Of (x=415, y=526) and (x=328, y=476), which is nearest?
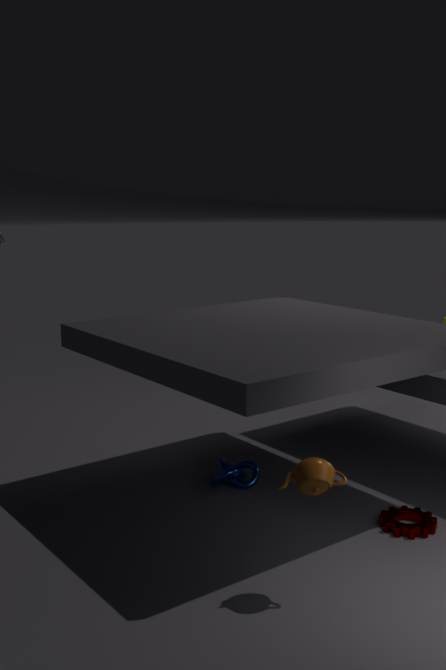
(x=328, y=476)
